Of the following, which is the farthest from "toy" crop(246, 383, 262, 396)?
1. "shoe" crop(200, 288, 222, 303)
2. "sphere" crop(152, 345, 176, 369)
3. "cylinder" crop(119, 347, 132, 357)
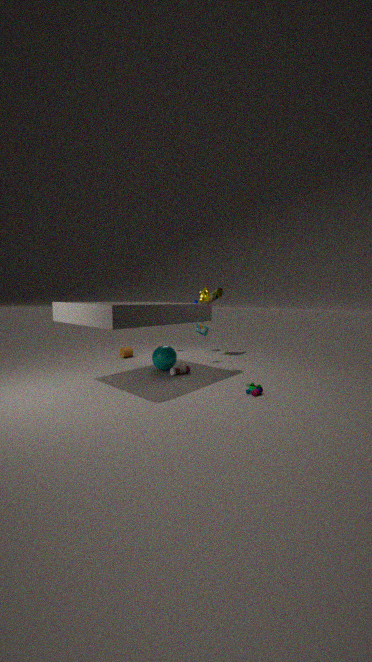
"cylinder" crop(119, 347, 132, 357)
